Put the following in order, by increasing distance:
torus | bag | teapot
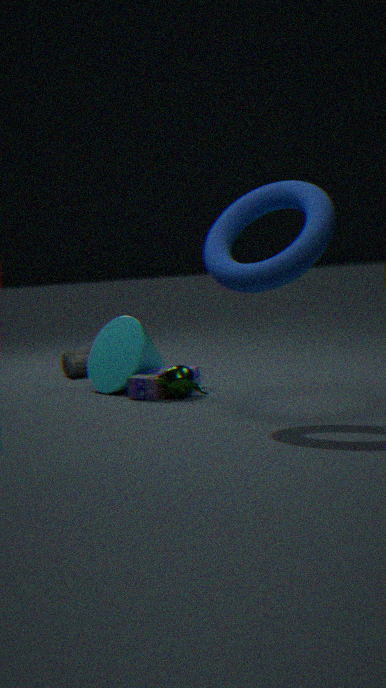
torus, teapot, bag
